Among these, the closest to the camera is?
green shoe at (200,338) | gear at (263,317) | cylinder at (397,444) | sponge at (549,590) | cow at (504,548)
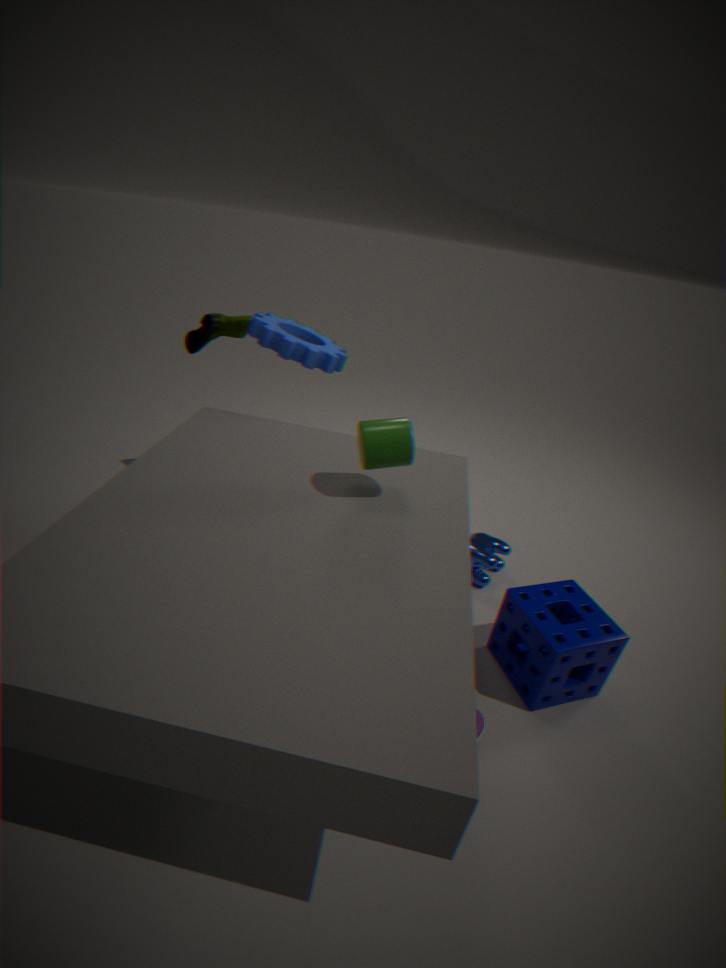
cylinder at (397,444)
